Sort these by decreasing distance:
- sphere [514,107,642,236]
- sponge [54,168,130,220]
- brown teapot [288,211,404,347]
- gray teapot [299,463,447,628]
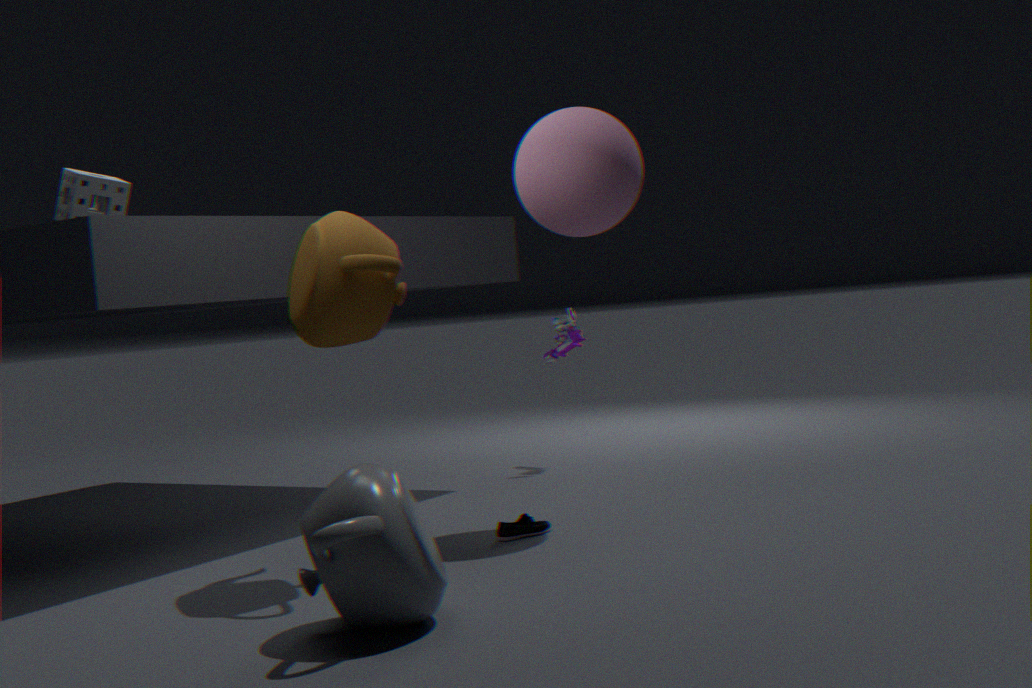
sponge [54,168,130,220]
sphere [514,107,642,236]
brown teapot [288,211,404,347]
gray teapot [299,463,447,628]
